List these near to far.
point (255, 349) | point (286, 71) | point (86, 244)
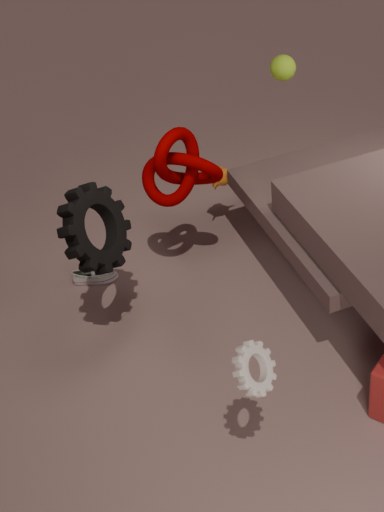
point (255, 349), point (86, 244), point (286, 71)
